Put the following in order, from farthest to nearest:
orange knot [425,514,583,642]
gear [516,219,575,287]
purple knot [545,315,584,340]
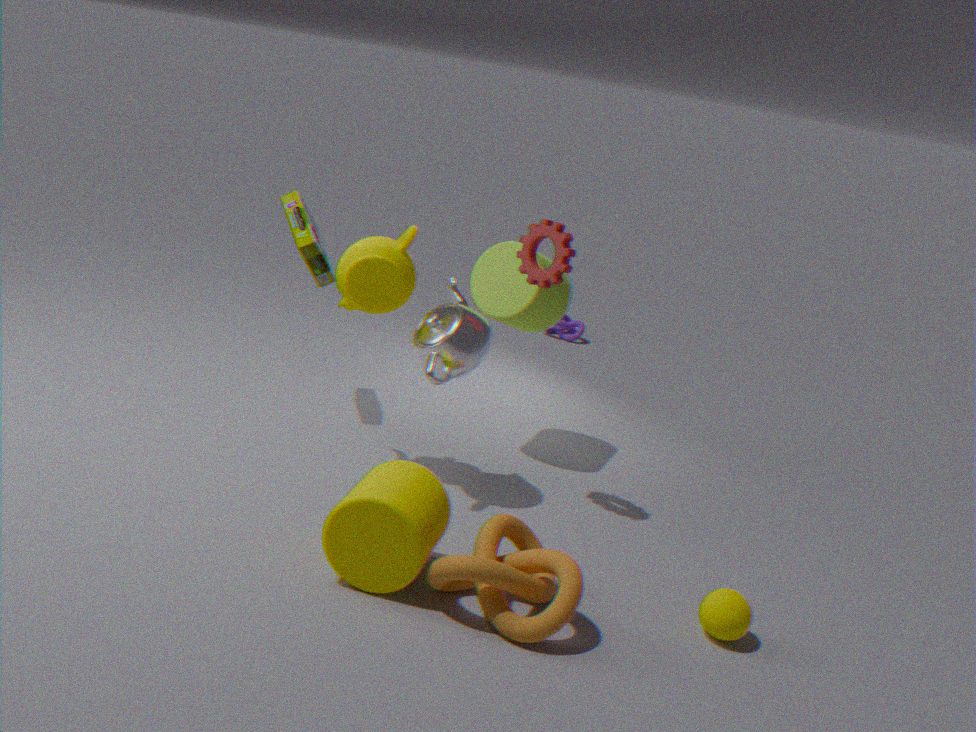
1. purple knot [545,315,584,340]
2. gear [516,219,575,287]
3. orange knot [425,514,583,642]
